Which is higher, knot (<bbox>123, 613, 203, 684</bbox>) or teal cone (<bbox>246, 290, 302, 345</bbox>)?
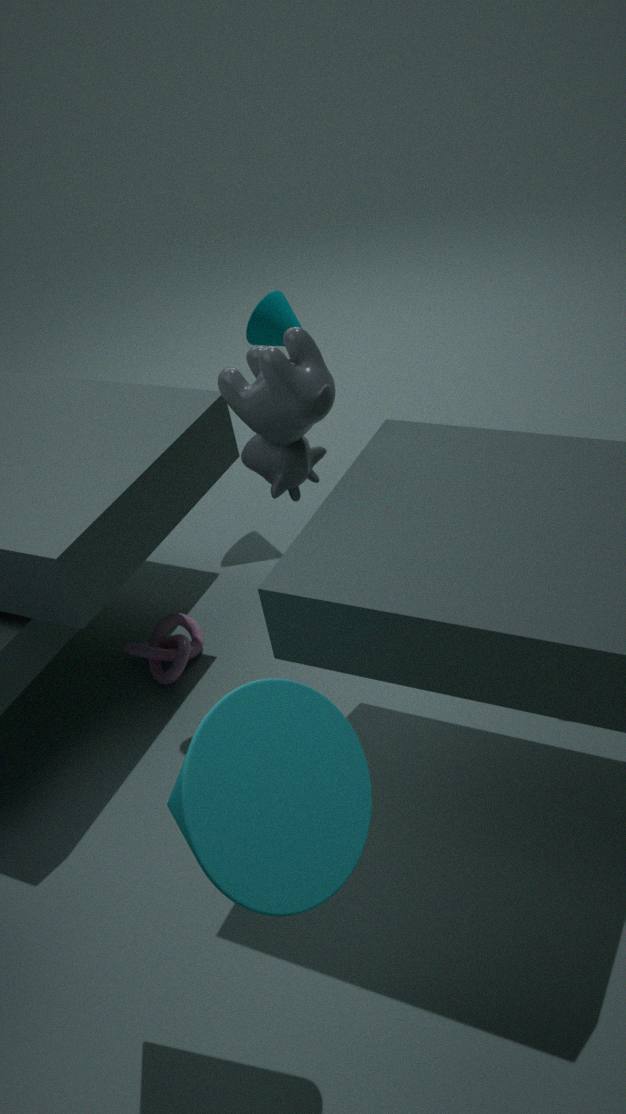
teal cone (<bbox>246, 290, 302, 345</bbox>)
